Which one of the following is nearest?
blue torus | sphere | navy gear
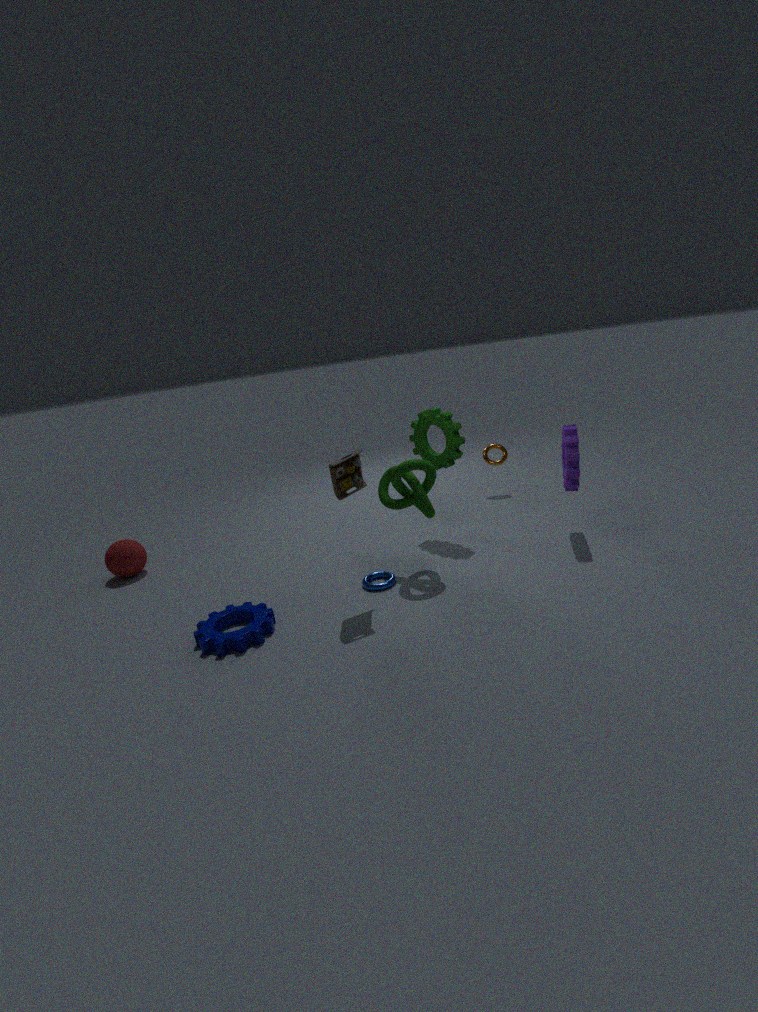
navy gear
